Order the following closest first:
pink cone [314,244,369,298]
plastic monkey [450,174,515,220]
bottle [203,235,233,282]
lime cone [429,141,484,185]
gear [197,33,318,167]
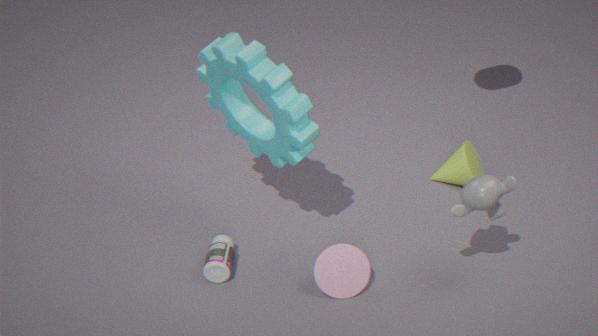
1. plastic monkey [450,174,515,220]
2. gear [197,33,318,167]
3. pink cone [314,244,369,298]
4. bottle [203,235,233,282]
5. lime cone [429,141,484,185]
